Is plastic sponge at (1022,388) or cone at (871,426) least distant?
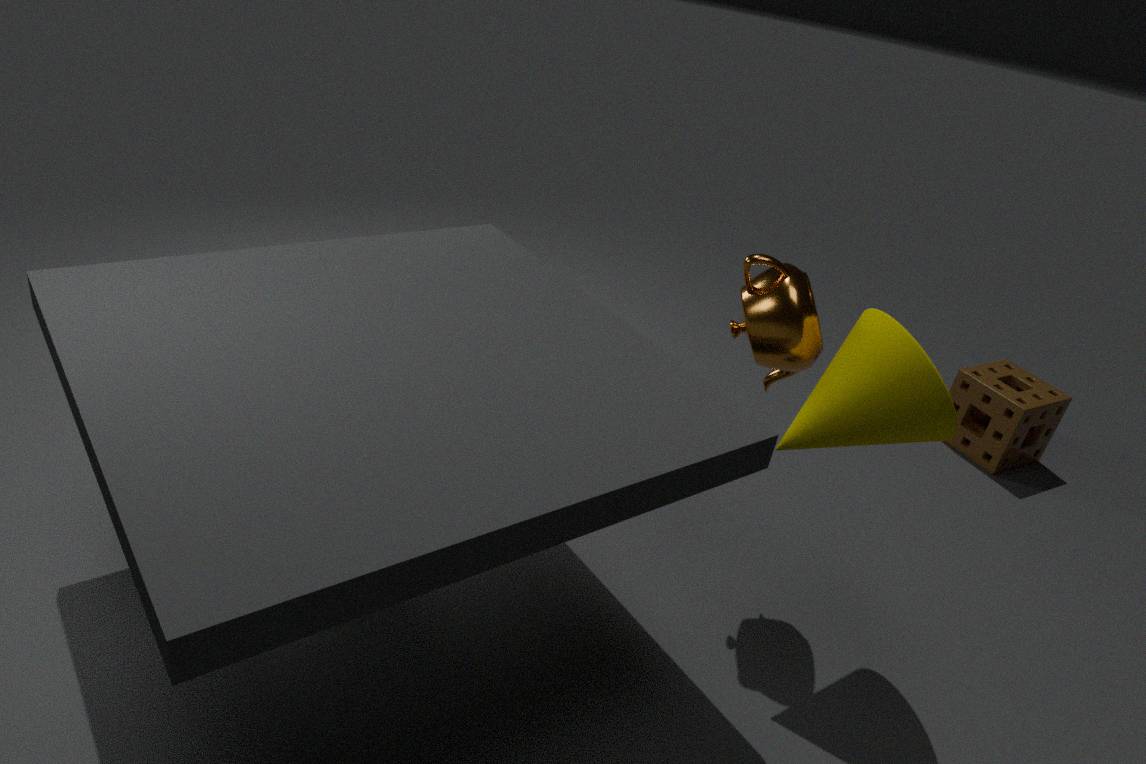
cone at (871,426)
